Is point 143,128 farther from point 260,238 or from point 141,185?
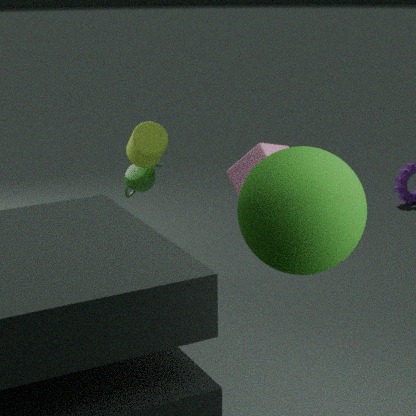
point 260,238
